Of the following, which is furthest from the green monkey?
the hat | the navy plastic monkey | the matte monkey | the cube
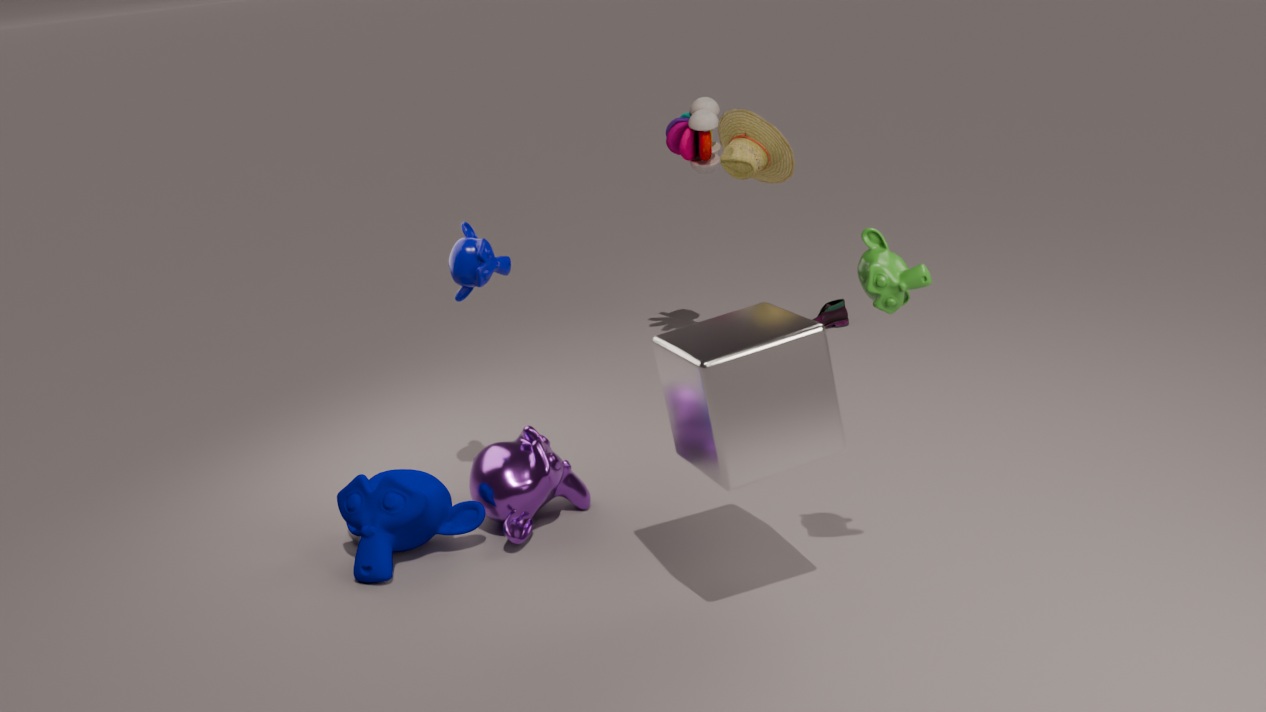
the matte monkey
